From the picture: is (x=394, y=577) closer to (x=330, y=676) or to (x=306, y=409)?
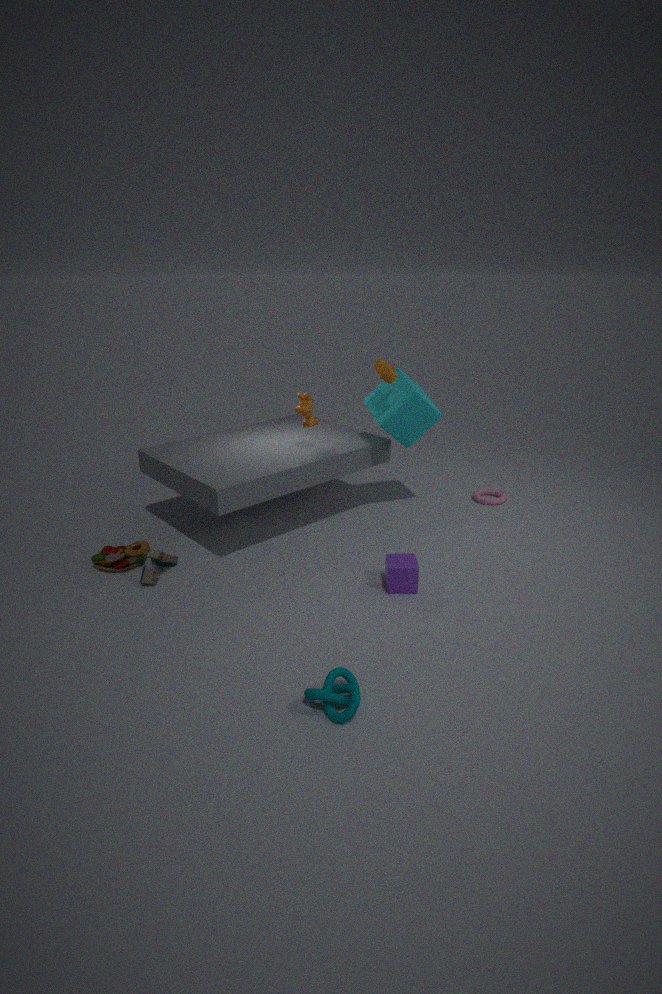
(x=330, y=676)
